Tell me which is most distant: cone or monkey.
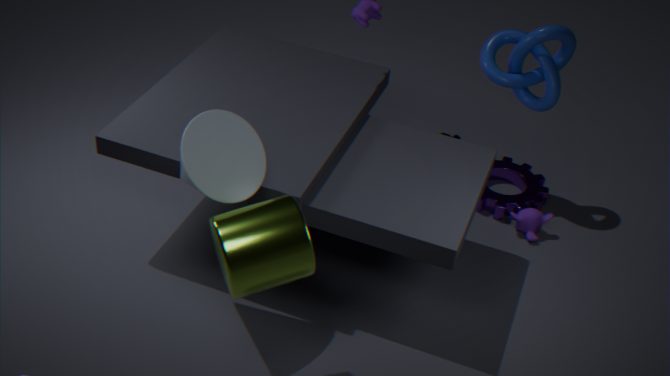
monkey
